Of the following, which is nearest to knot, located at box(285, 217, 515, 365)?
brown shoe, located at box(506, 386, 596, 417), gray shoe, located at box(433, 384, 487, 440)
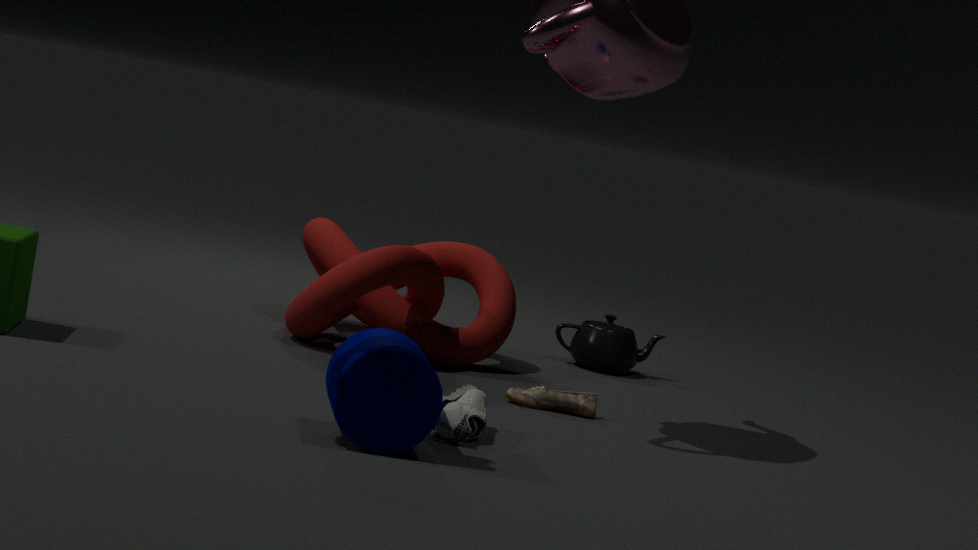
brown shoe, located at box(506, 386, 596, 417)
